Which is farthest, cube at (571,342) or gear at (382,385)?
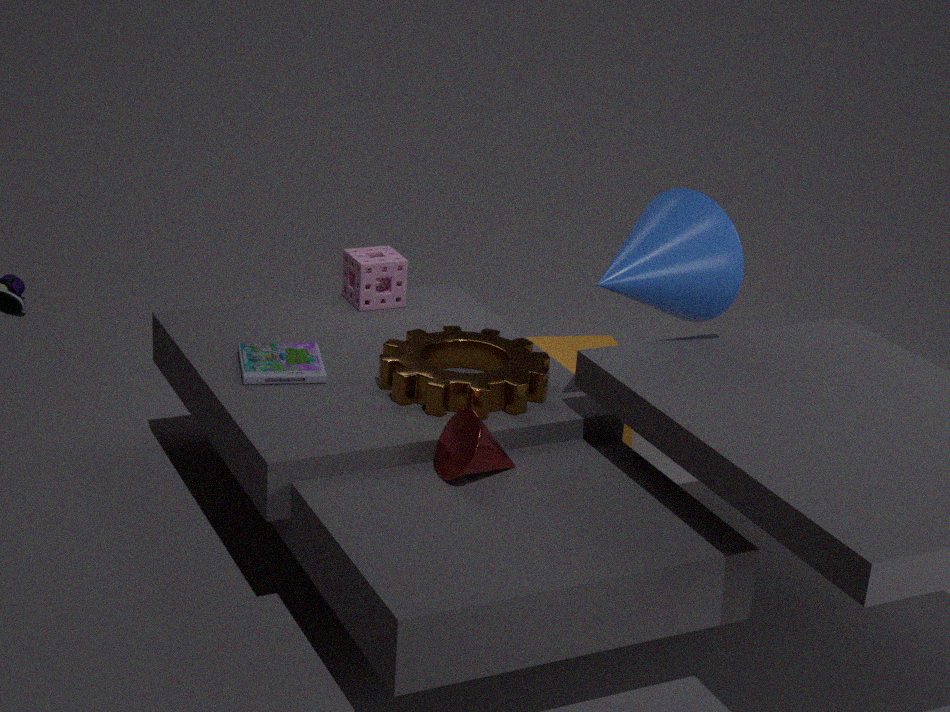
cube at (571,342)
